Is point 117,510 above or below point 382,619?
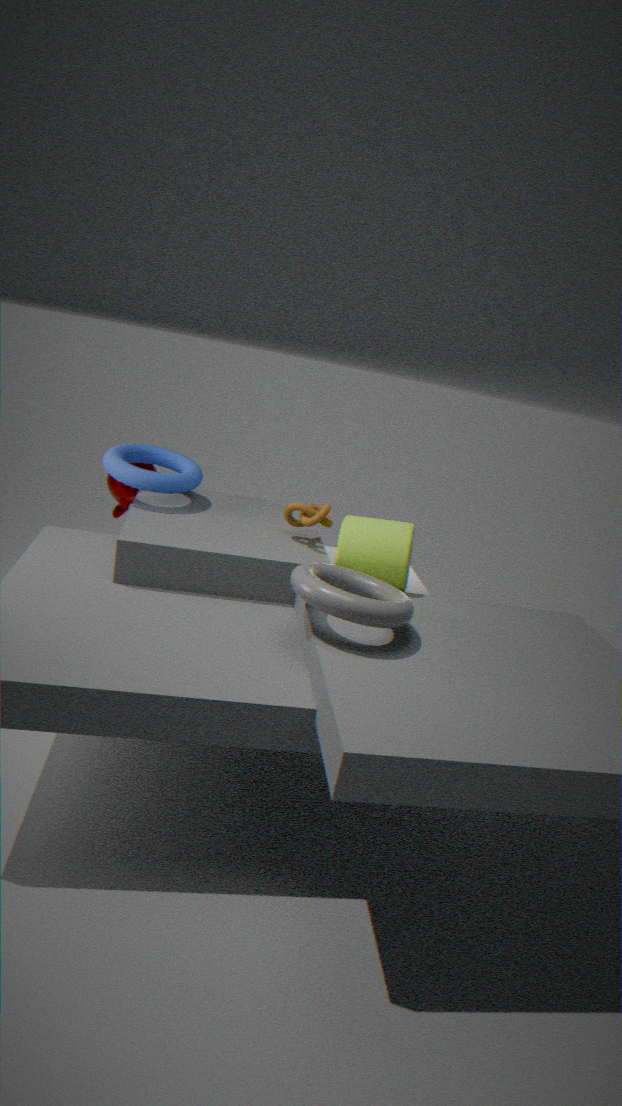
below
